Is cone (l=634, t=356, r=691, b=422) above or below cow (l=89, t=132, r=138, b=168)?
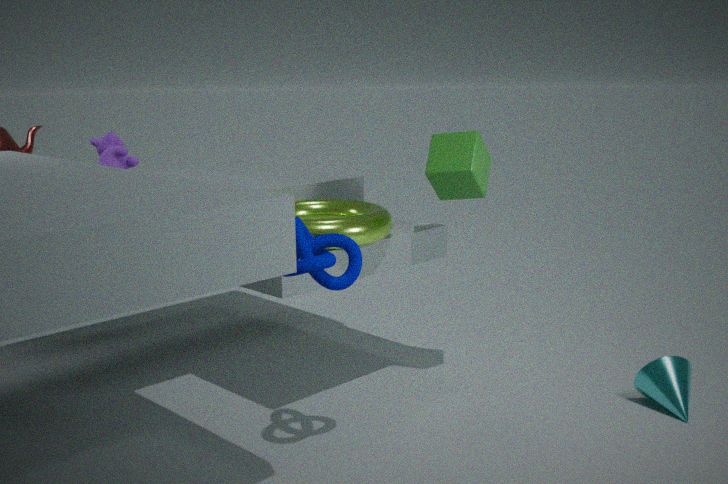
below
